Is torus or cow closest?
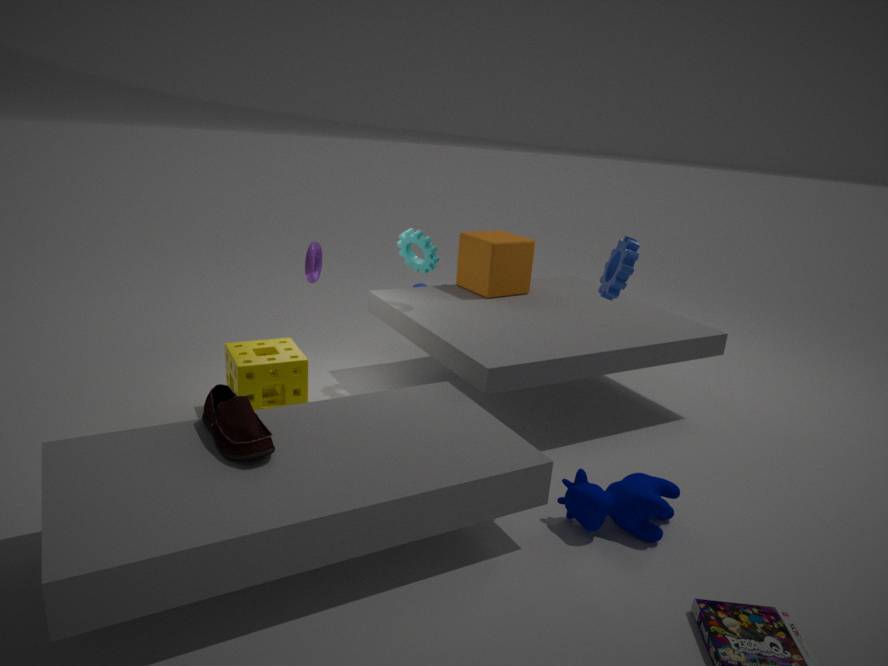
cow
